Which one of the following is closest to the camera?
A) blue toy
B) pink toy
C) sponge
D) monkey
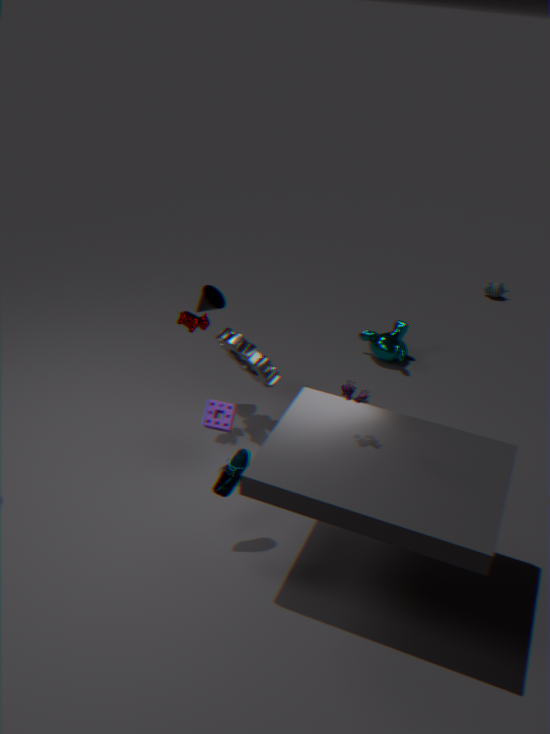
pink toy
